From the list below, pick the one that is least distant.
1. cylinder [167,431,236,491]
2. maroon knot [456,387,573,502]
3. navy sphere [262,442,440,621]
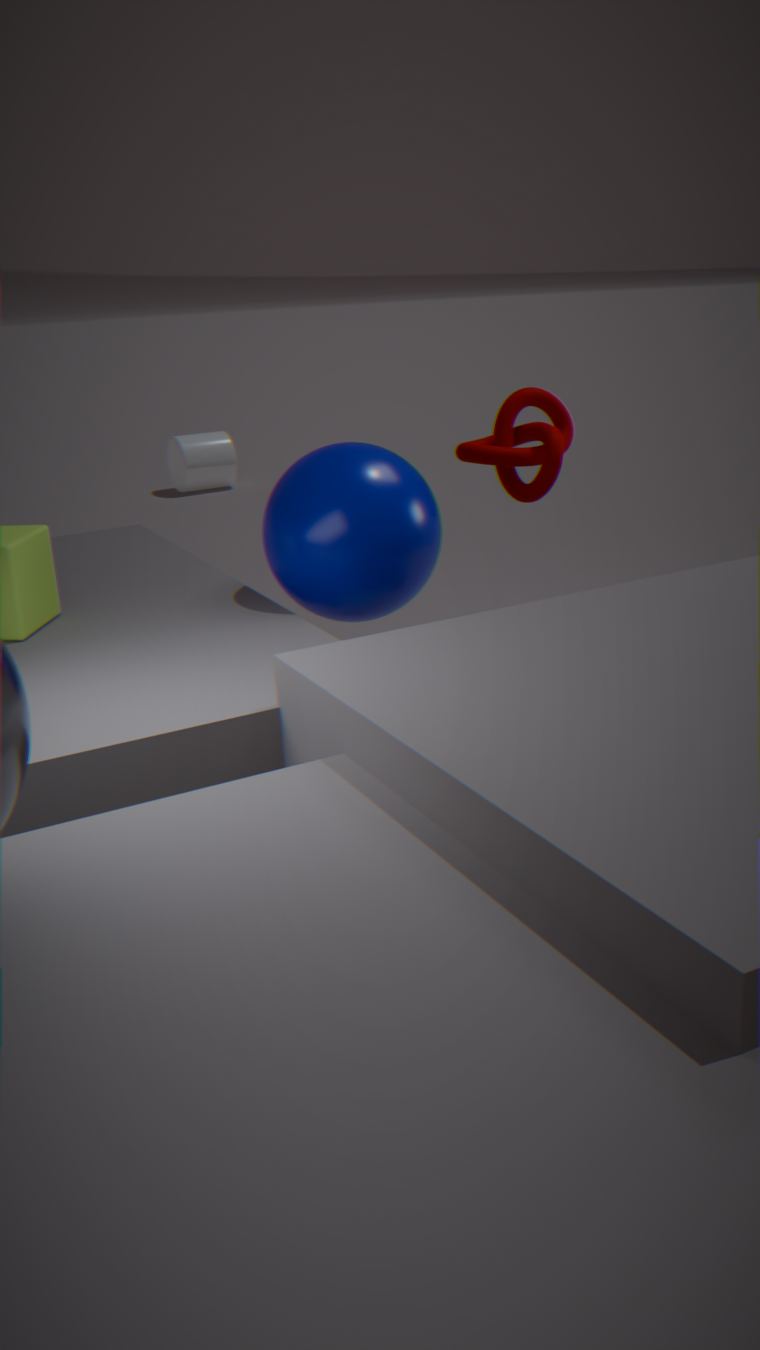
navy sphere [262,442,440,621]
